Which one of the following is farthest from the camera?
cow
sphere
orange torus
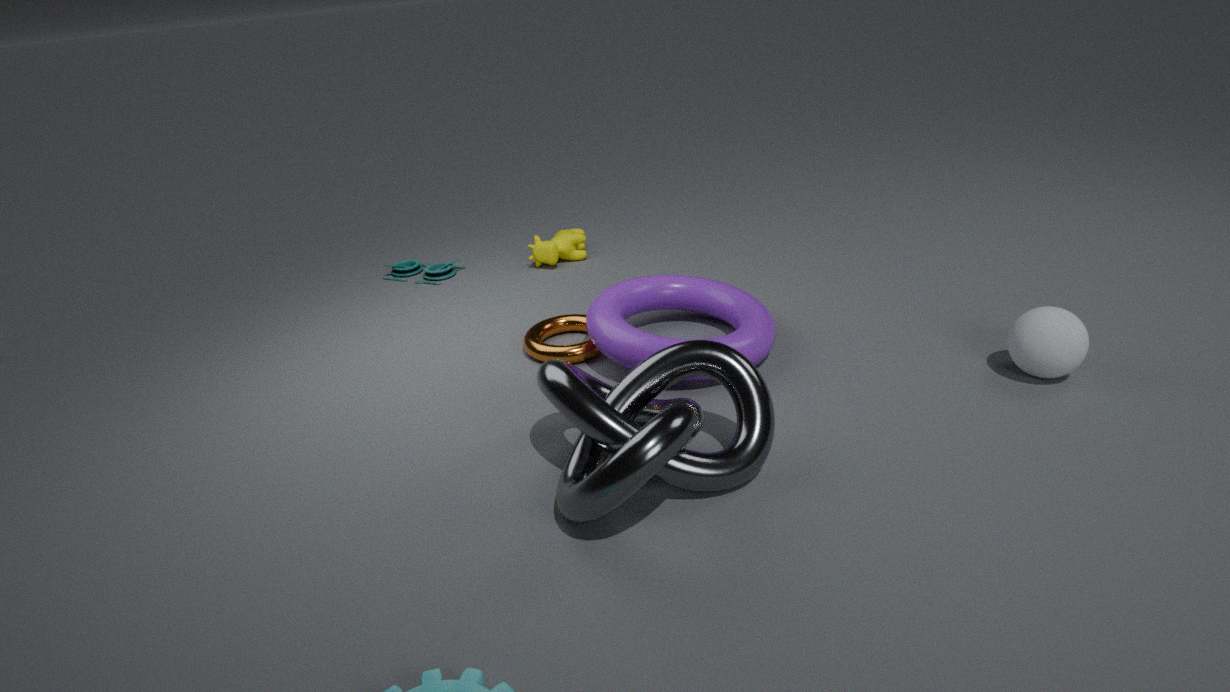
cow
